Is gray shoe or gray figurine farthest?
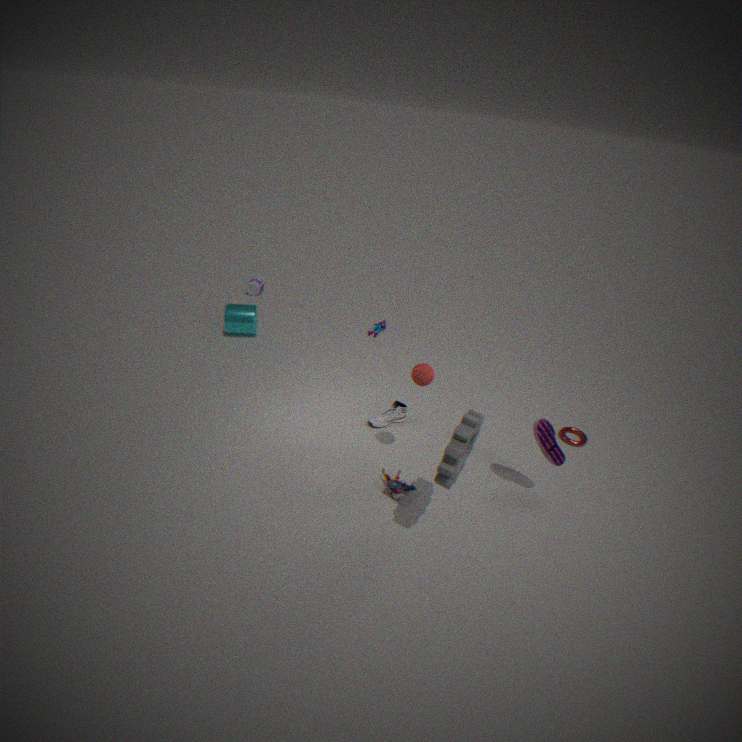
gray shoe
